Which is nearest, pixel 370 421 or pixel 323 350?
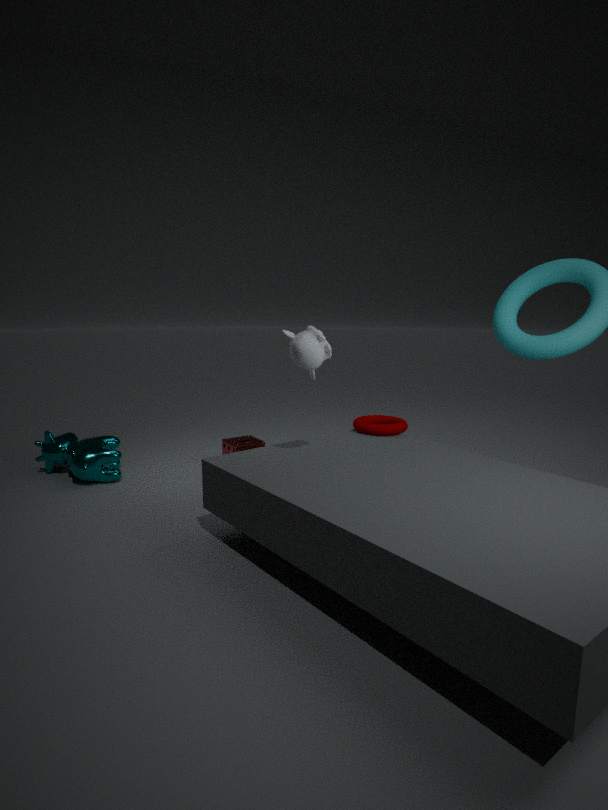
pixel 323 350
